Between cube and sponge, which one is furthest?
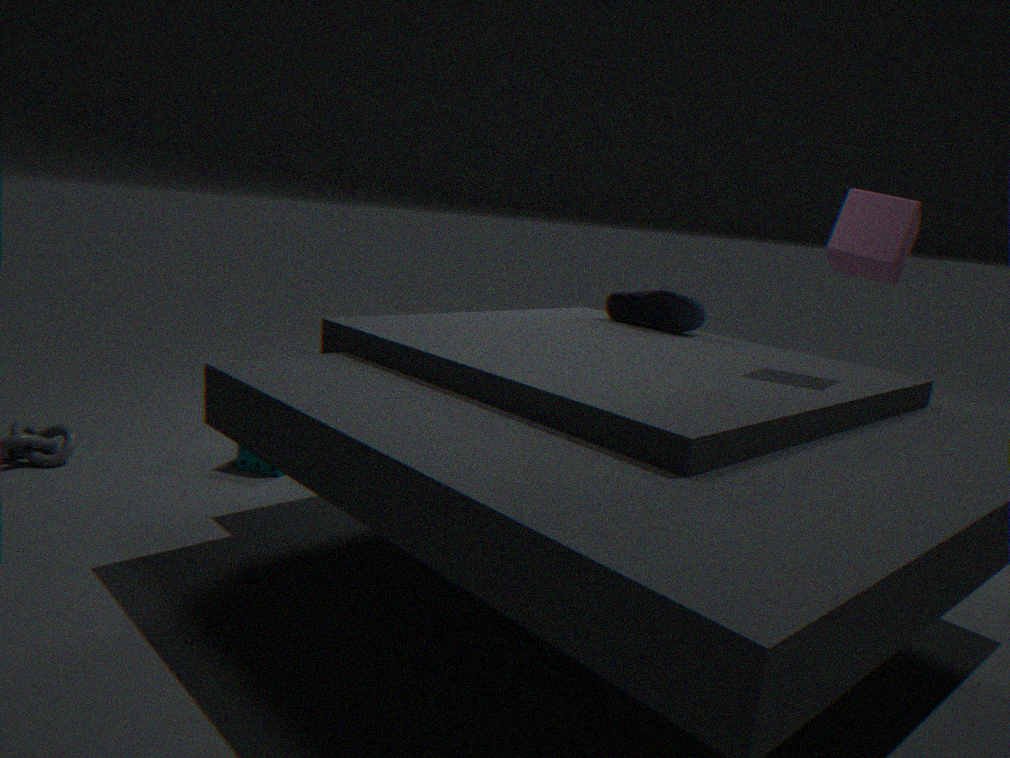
sponge
